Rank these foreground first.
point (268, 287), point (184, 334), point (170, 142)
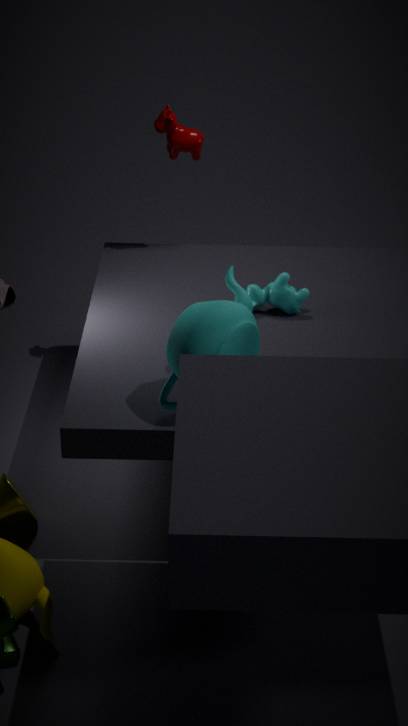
point (184, 334)
point (268, 287)
point (170, 142)
